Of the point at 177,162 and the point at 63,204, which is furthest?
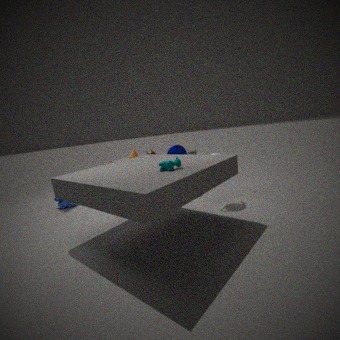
the point at 63,204
